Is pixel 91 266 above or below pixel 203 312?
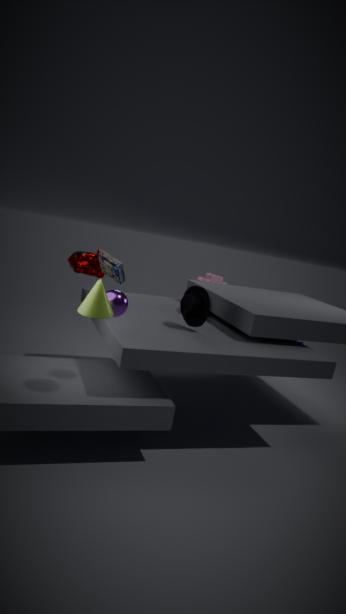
above
